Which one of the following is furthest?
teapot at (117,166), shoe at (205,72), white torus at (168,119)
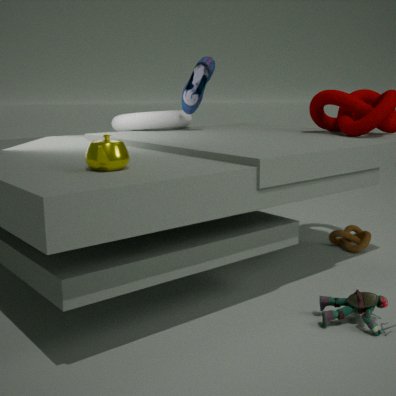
white torus at (168,119)
